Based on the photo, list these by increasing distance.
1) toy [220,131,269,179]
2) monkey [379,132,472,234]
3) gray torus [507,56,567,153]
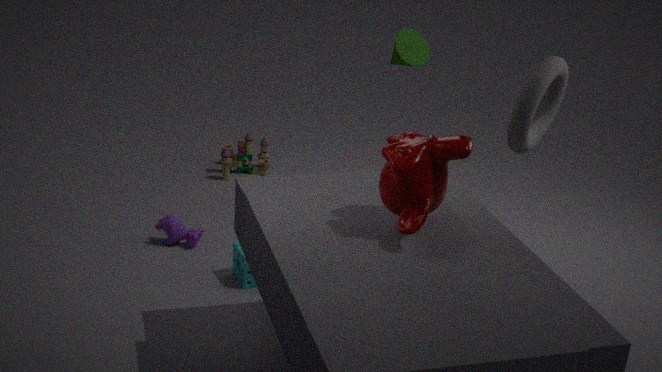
2. monkey [379,132,472,234]
3. gray torus [507,56,567,153]
1. toy [220,131,269,179]
